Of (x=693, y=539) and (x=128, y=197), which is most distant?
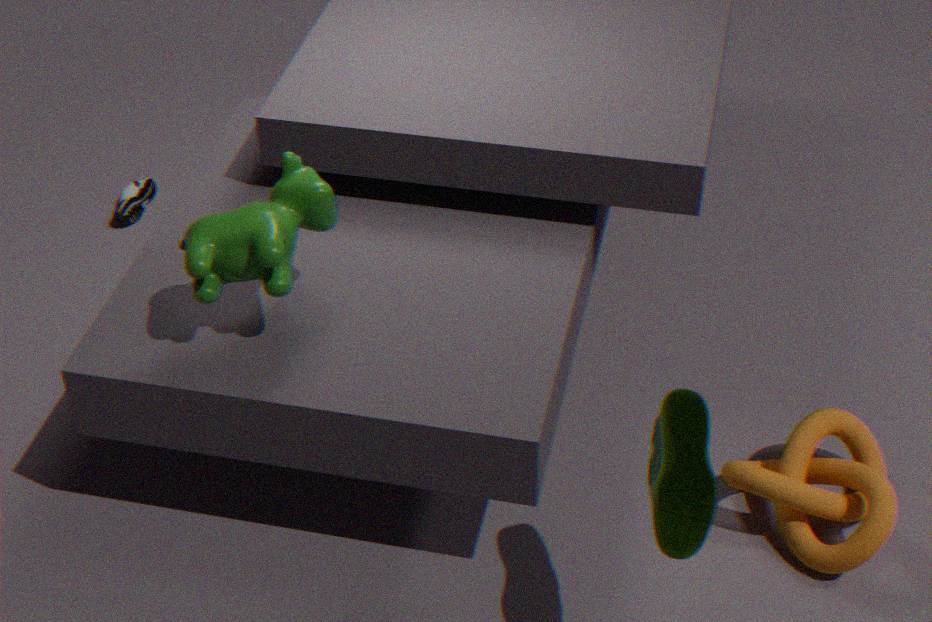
(x=128, y=197)
